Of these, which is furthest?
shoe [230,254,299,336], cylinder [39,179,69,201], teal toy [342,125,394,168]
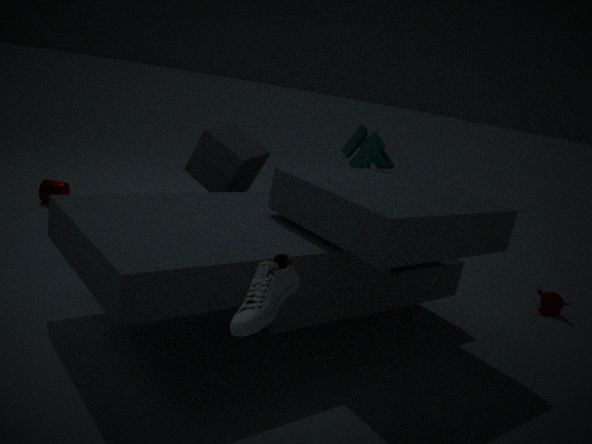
cylinder [39,179,69,201]
